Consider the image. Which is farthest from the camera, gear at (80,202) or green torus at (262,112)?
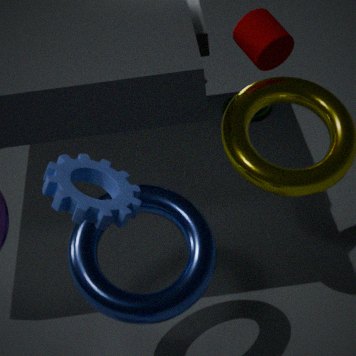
green torus at (262,112)
